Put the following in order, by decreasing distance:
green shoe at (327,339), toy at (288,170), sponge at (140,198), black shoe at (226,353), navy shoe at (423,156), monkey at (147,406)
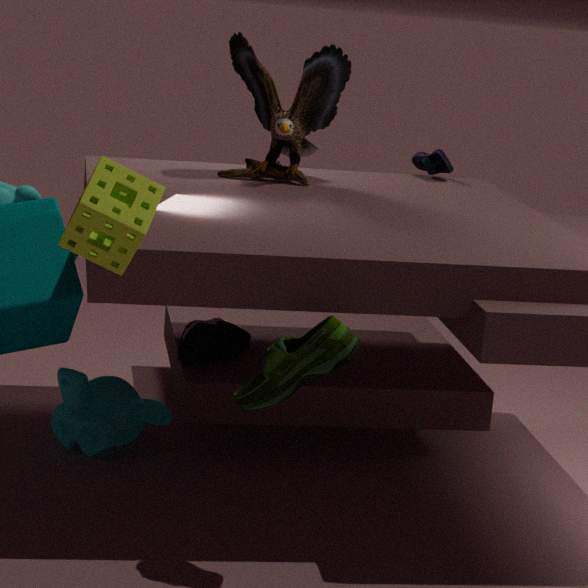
navy shoe at (423,156)
black shoe at (226,353)
toy at (288,170)
monkey at (147,406)
green shoe at (327,339)
sponge at (140,198)
